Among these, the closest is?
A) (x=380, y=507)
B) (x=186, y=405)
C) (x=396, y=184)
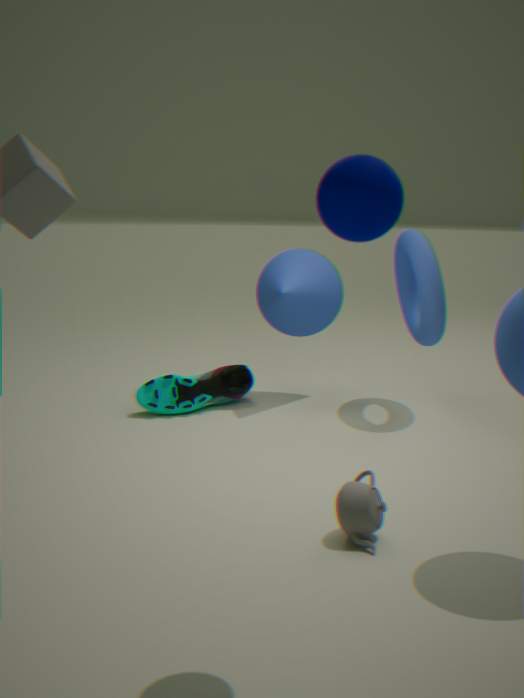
(x=396, y=184)
